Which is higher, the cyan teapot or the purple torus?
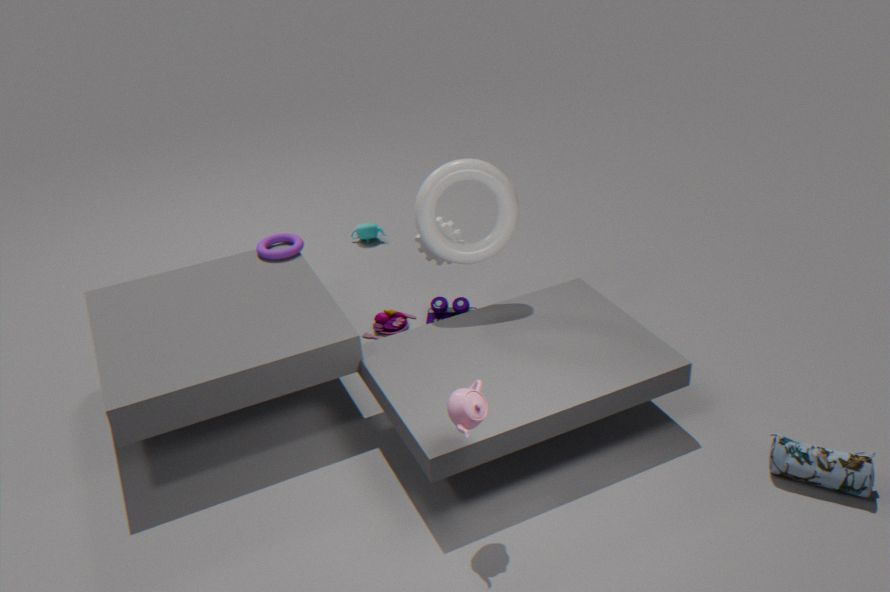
the purple torus
